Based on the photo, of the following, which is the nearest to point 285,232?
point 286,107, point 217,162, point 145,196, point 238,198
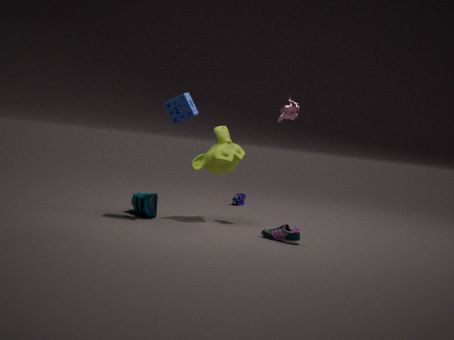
point 217,162
